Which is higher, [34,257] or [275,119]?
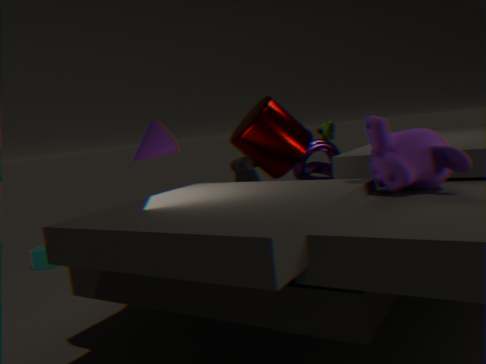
[275,119]
